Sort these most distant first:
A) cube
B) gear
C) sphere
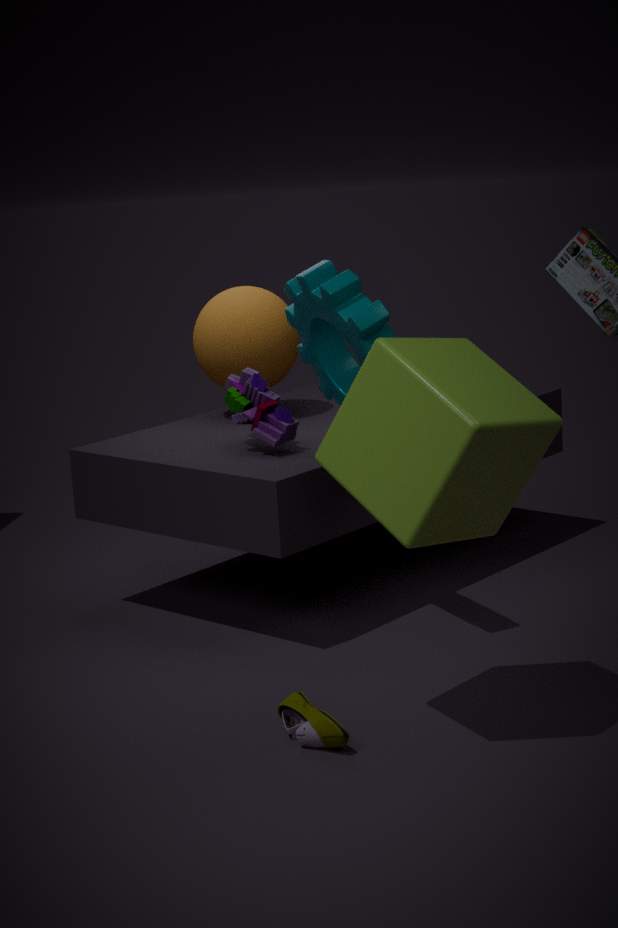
1. sphere
2. gear
3. cube
